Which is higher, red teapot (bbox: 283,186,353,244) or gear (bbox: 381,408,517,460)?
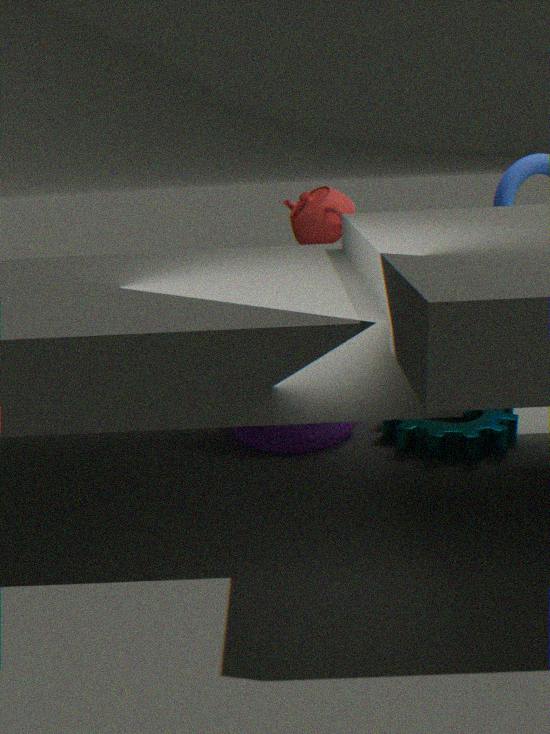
red teapot (bbox: 283,186,353,244)
